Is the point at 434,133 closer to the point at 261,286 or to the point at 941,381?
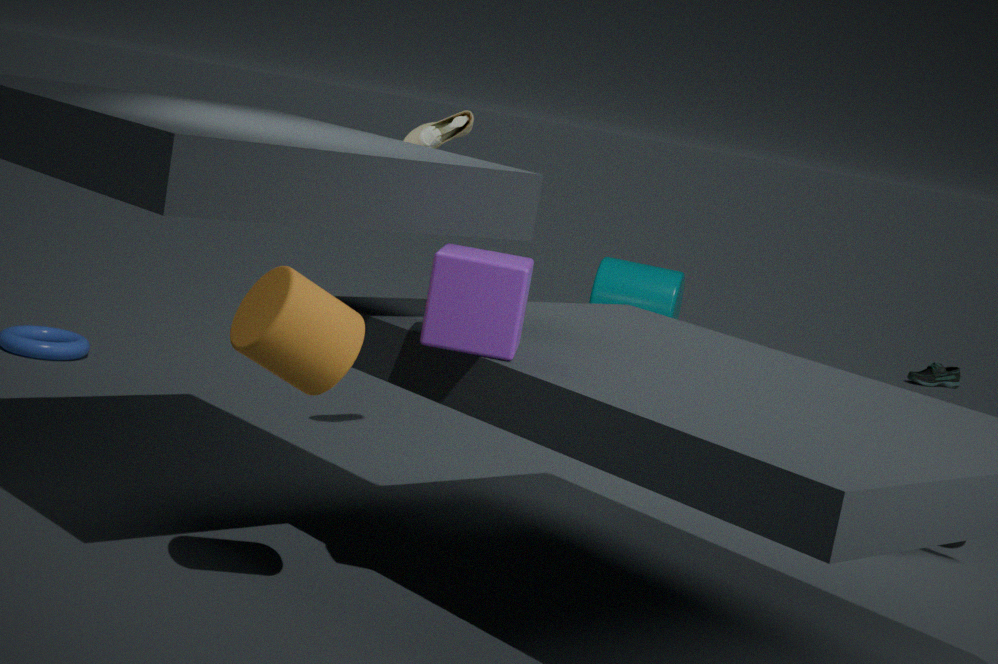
the point at 261,286
